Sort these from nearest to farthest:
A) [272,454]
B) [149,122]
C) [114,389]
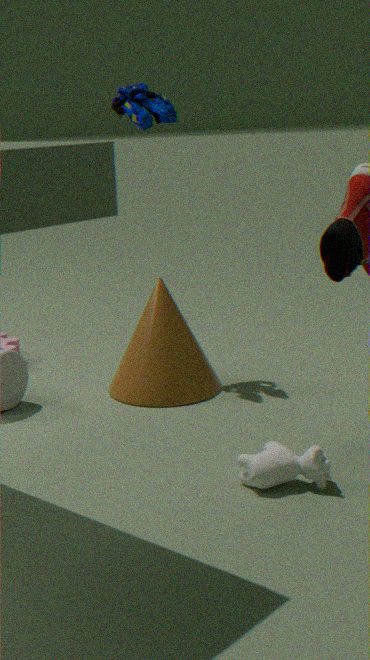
[272,454], [114,389], [149,122]
